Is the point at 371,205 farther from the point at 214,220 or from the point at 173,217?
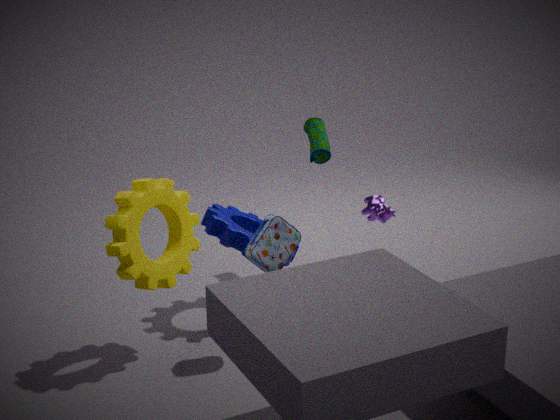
the point at 173,217
